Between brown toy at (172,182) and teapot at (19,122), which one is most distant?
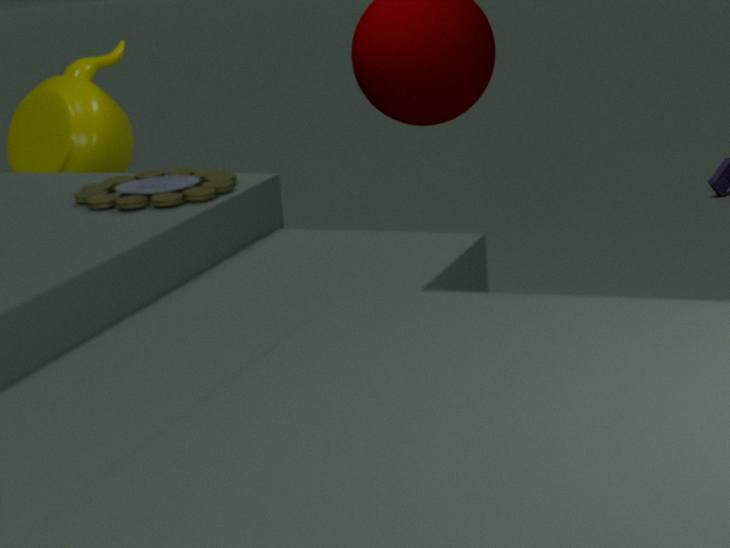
teapot at (19,122)
